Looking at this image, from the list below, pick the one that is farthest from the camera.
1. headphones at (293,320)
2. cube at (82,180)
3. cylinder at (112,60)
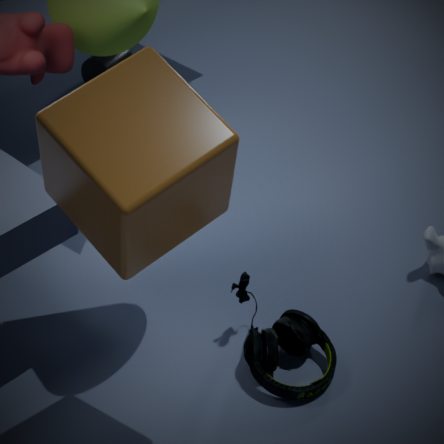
cylinder at (112,60)
